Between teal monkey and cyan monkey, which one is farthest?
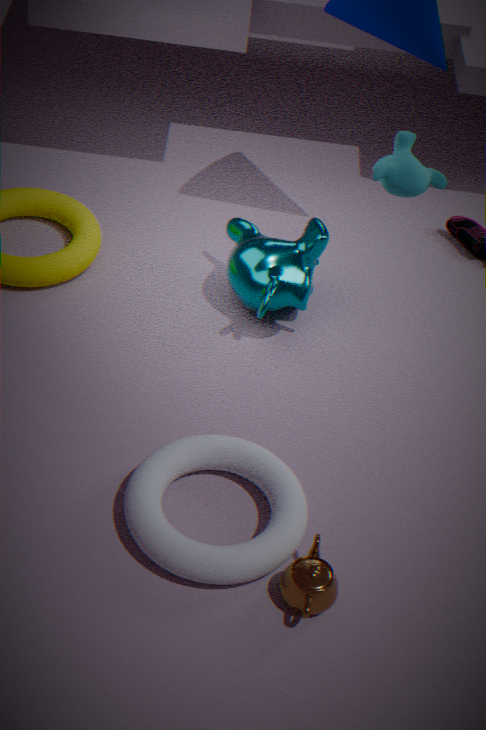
teal monkey
